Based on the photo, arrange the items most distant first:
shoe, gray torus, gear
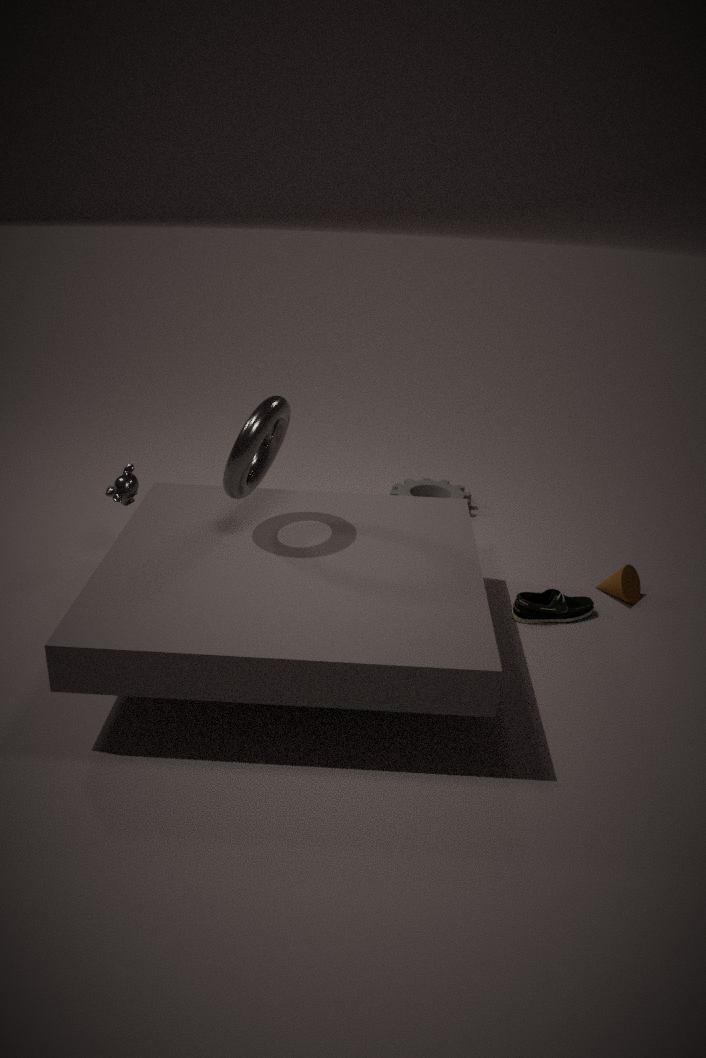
gear
shoe
gray torus
